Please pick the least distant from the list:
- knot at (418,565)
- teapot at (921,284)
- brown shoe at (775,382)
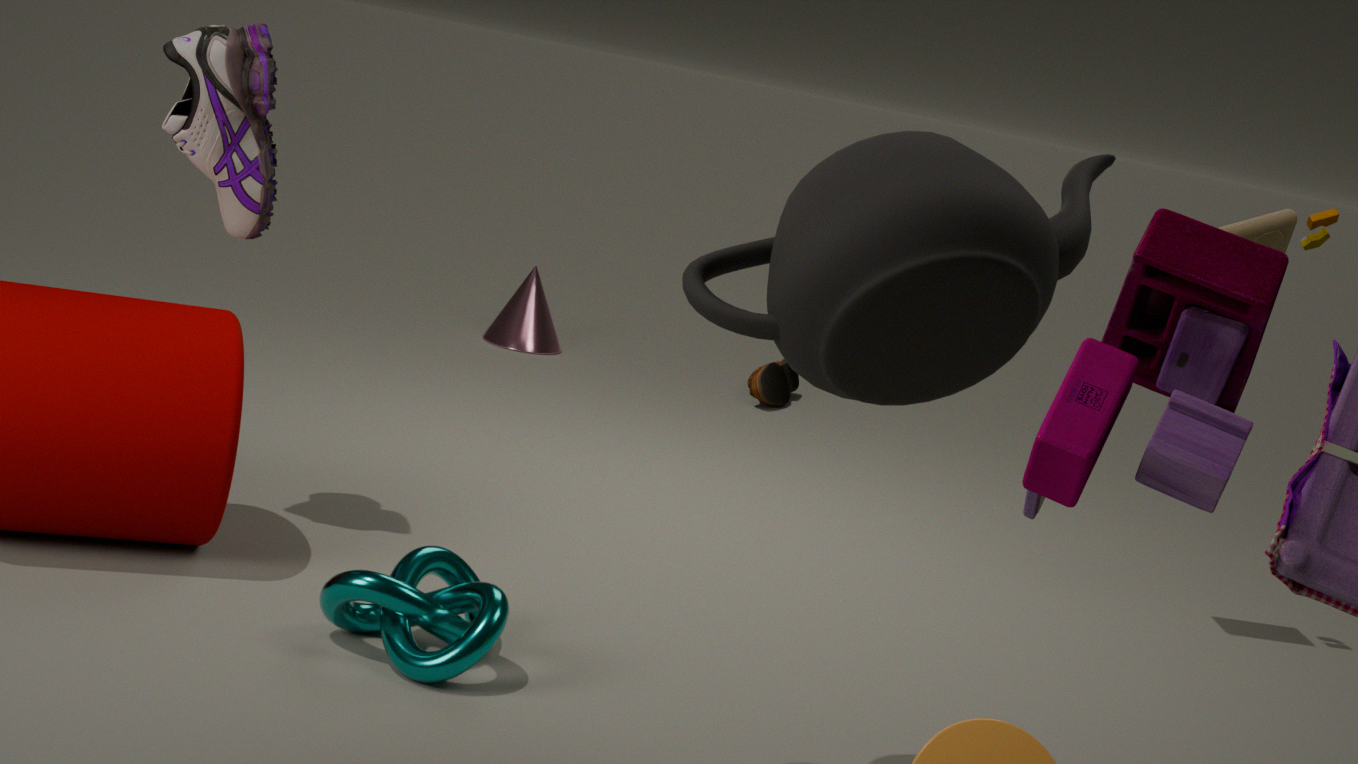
teapot at (921,284)
